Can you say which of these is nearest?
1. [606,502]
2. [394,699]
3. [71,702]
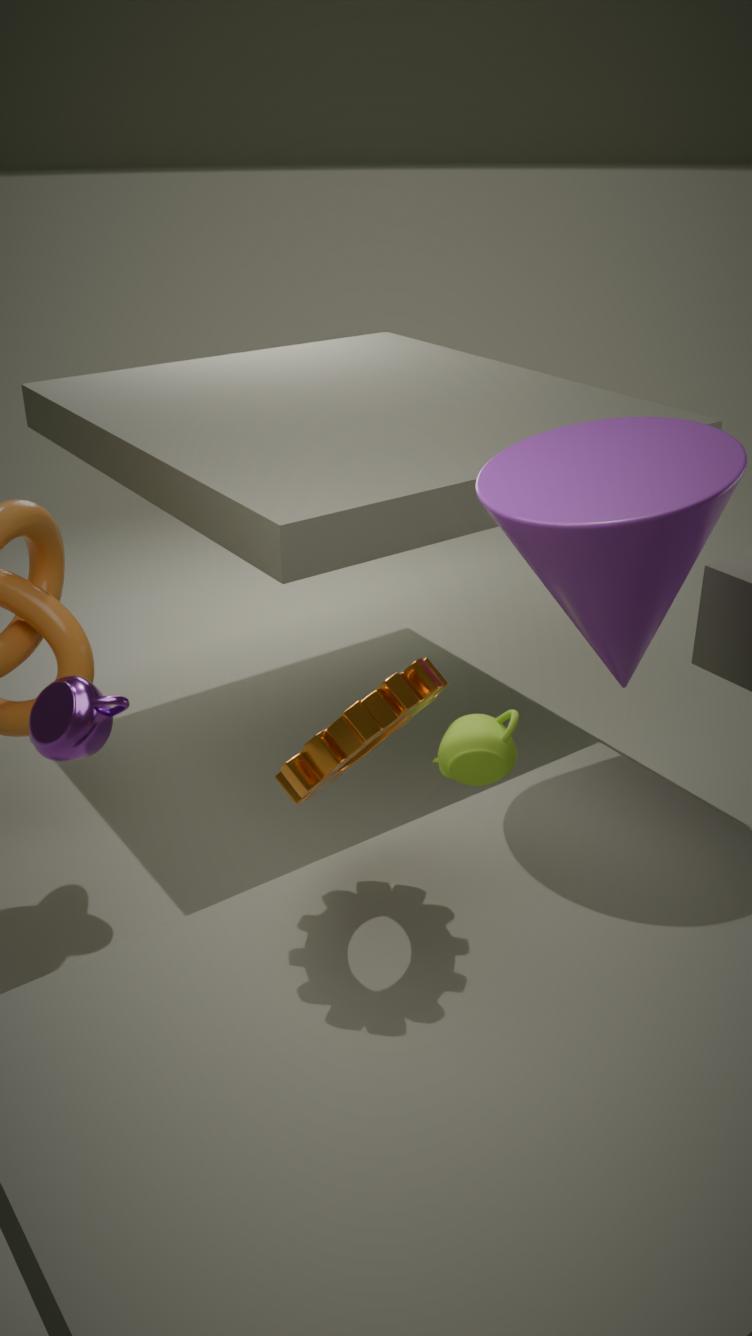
[394,699]
